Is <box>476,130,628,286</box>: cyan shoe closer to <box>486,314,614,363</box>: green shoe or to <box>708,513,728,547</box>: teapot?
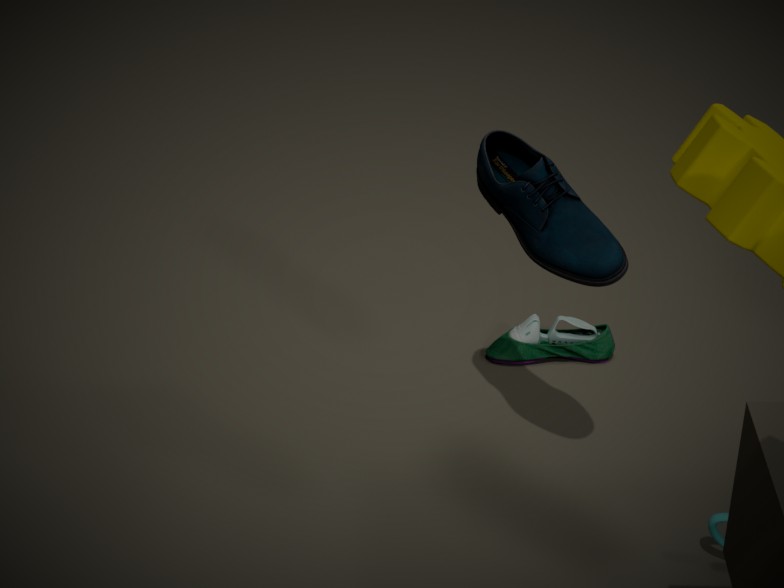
<box>708,513,728,547</box>: teapot
